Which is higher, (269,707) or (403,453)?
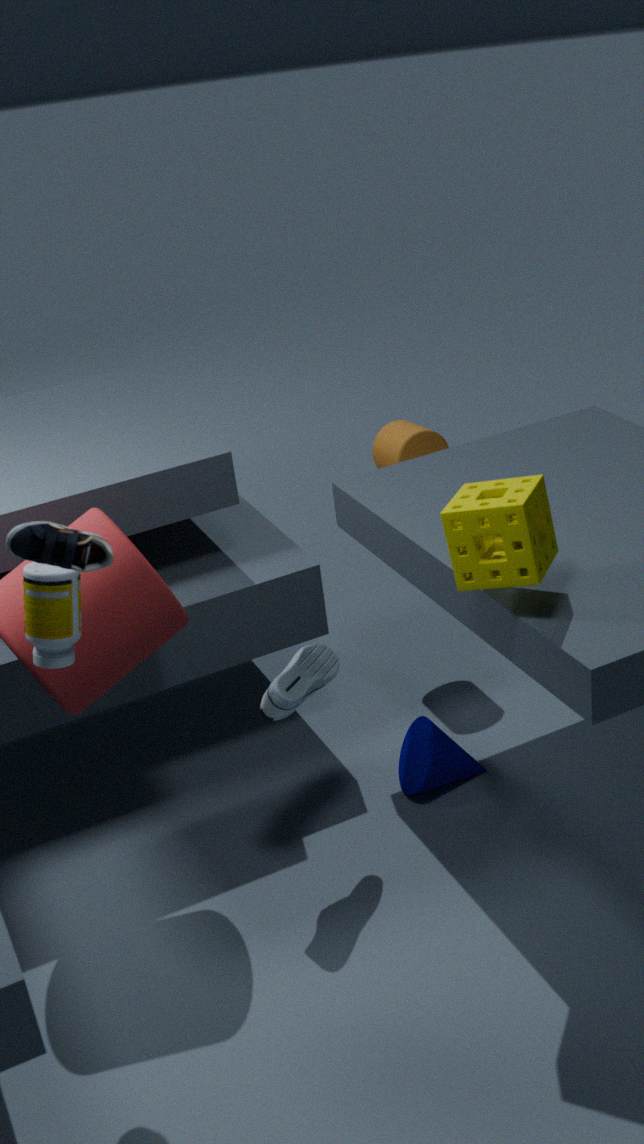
(403,453)
